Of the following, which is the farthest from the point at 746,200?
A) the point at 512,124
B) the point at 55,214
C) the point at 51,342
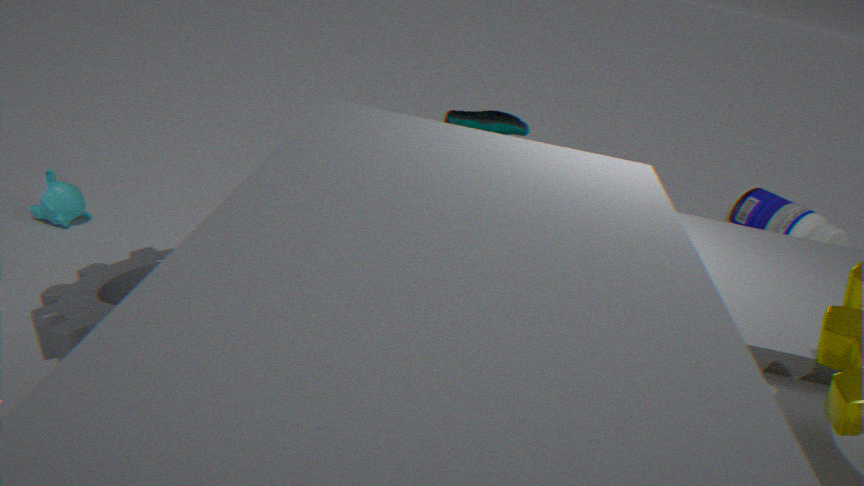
the point at 55,214
